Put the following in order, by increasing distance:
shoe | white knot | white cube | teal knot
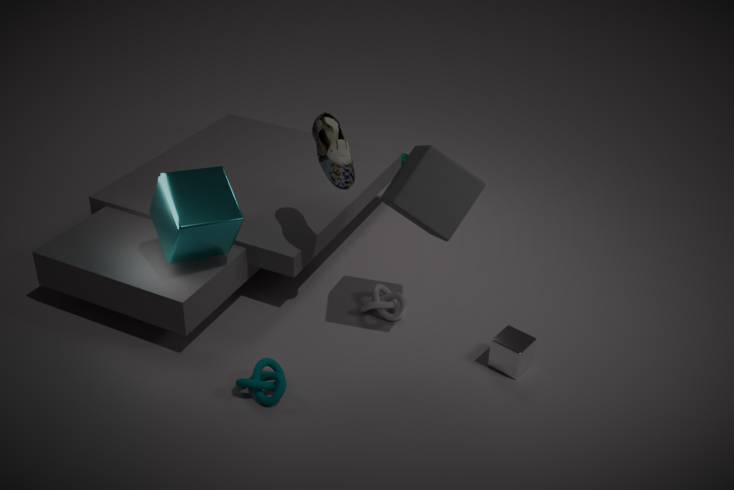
teal knot, shoe, white cube, white knot
